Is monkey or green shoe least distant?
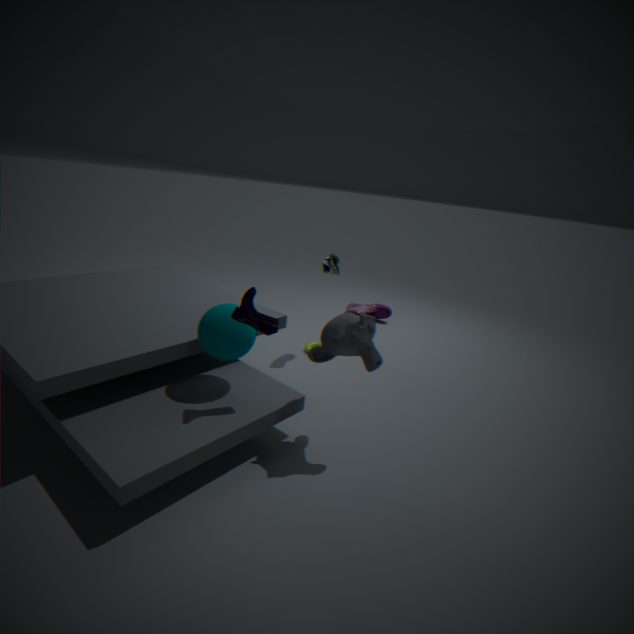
monkey
